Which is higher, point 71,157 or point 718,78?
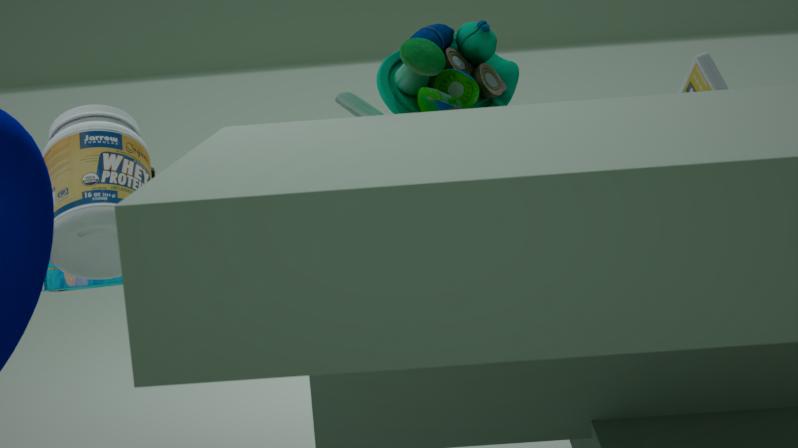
point 71,157
